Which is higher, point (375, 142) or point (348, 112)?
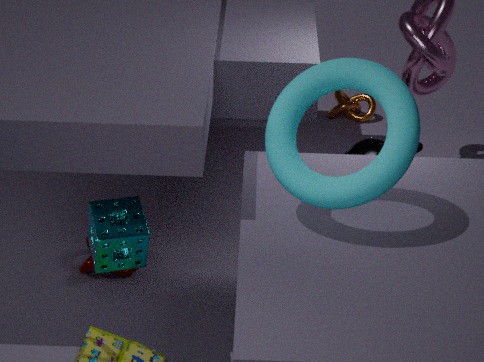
point (375, 142)
